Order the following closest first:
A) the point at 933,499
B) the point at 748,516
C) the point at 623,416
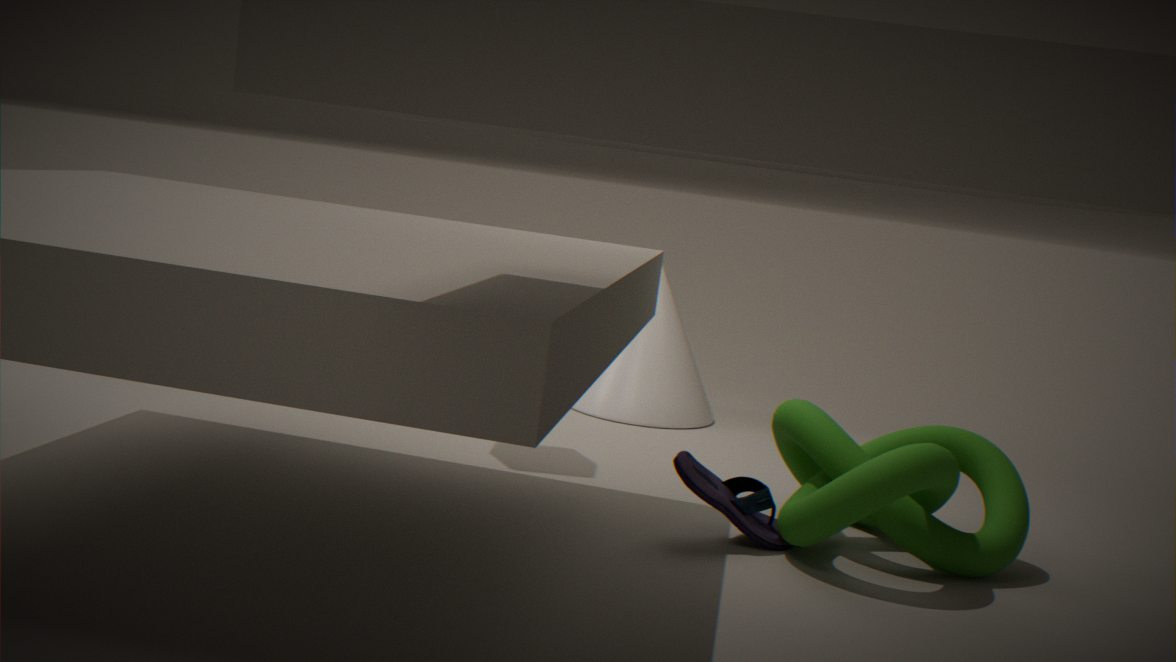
the point at 933,499 < the point at 748,516 < the point at 623,416
